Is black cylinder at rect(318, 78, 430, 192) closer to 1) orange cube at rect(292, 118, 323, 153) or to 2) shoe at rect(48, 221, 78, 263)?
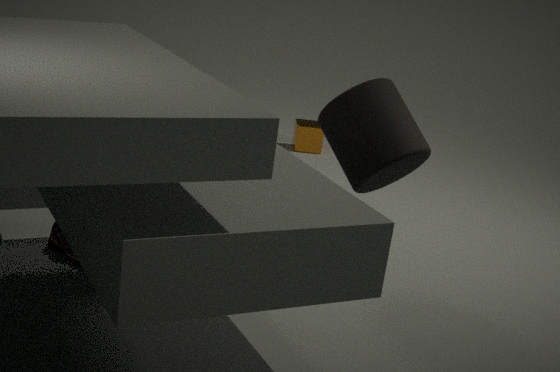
2) shoe at rect(48, 221, 78, 263)
